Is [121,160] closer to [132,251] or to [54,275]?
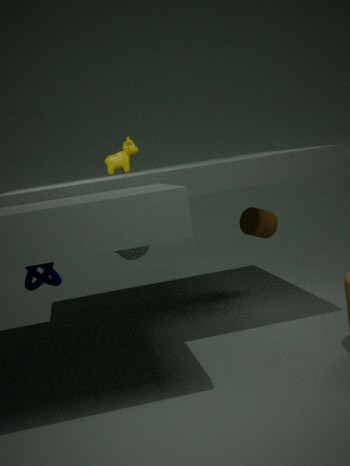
[132,251]
